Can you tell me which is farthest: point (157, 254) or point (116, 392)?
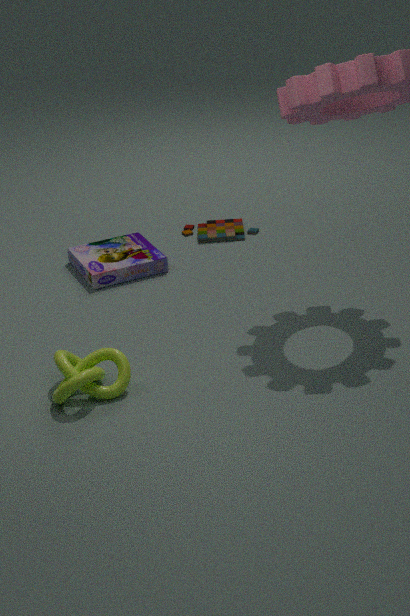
point (157, 254)
